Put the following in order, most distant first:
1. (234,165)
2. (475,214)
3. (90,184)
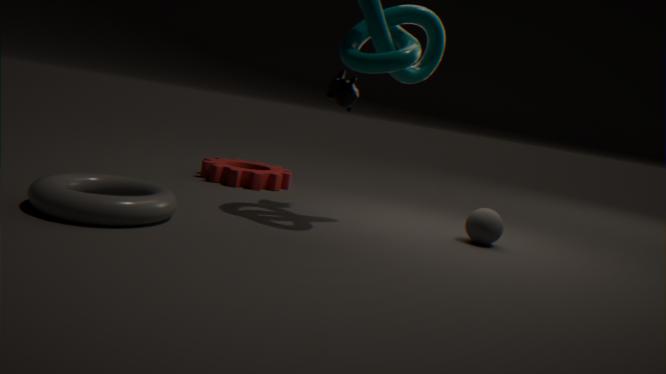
(234,165) → (475,214) → (90,184)
